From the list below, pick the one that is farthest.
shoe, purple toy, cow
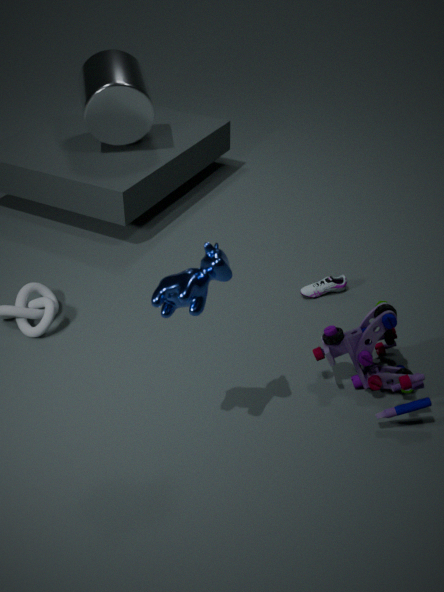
shoe
